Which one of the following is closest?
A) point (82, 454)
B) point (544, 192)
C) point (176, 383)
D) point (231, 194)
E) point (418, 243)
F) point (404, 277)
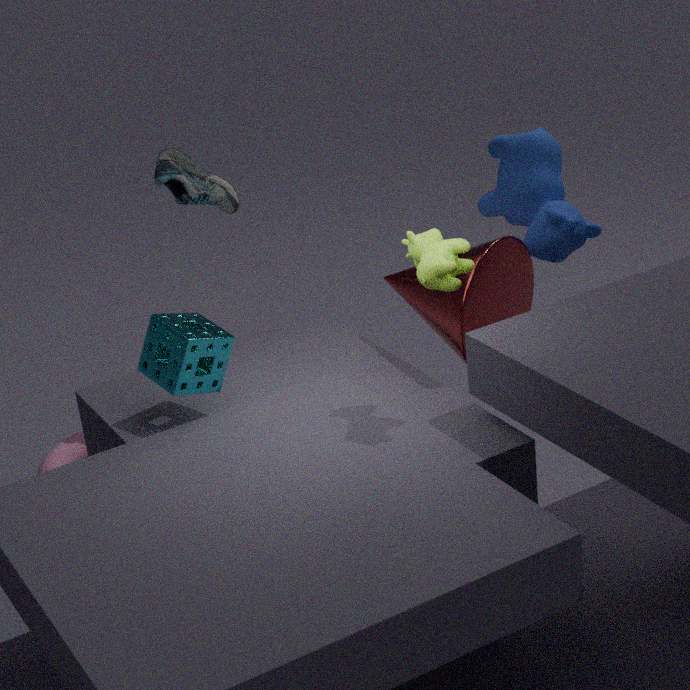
point (418, 243)
